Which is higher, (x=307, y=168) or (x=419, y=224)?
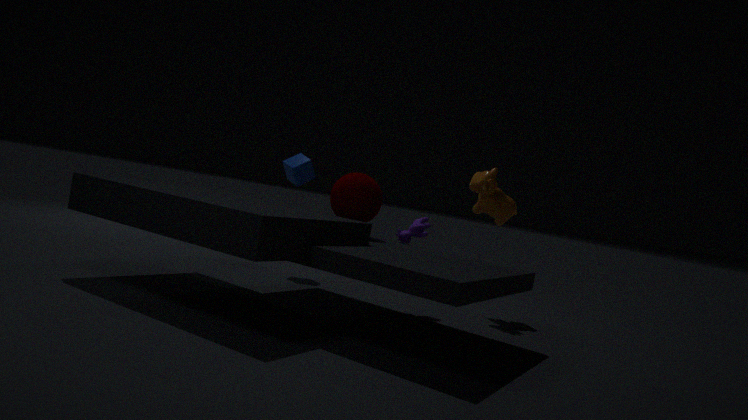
(x=307, y=168)
